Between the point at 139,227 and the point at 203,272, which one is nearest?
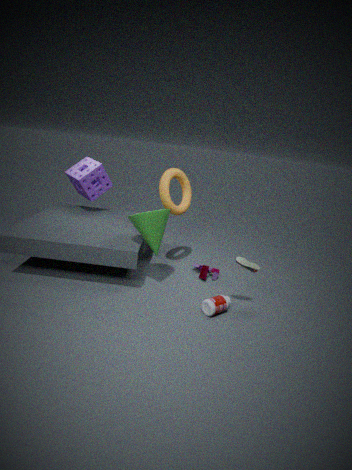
the point at 139,227
